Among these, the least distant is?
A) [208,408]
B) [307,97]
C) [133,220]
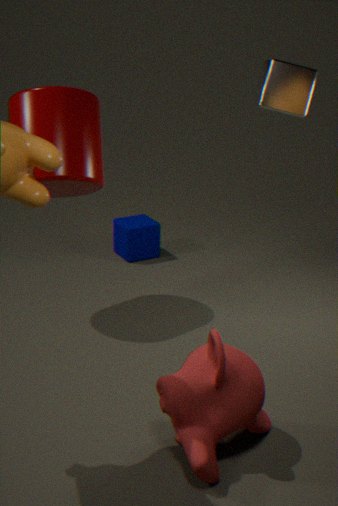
[208,408]
